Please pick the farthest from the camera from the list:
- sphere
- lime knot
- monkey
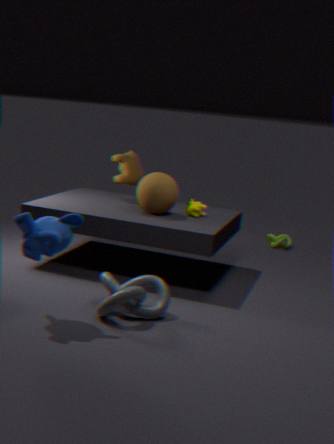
lime knot
